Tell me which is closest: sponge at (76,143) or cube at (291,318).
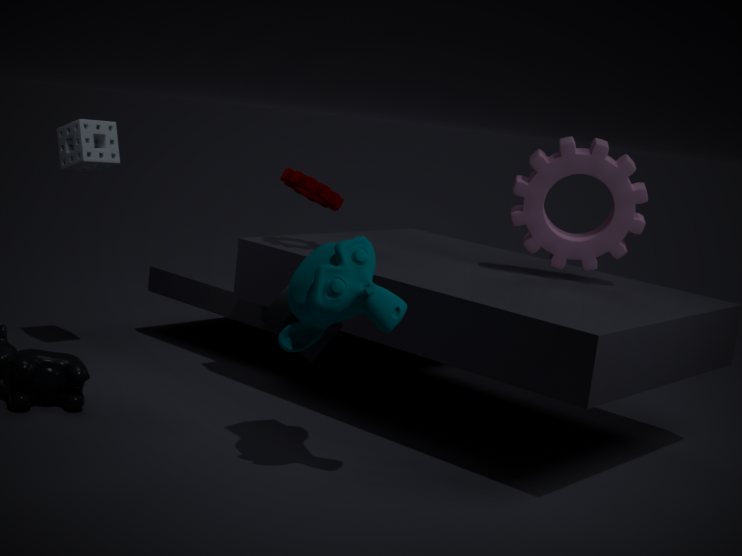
cube at (291,318)
